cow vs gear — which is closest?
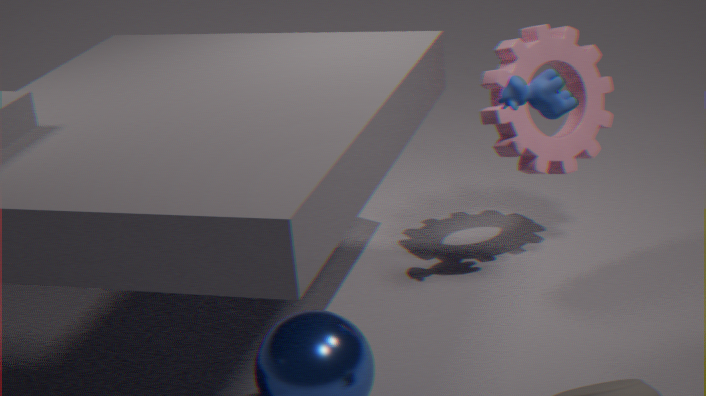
cow
